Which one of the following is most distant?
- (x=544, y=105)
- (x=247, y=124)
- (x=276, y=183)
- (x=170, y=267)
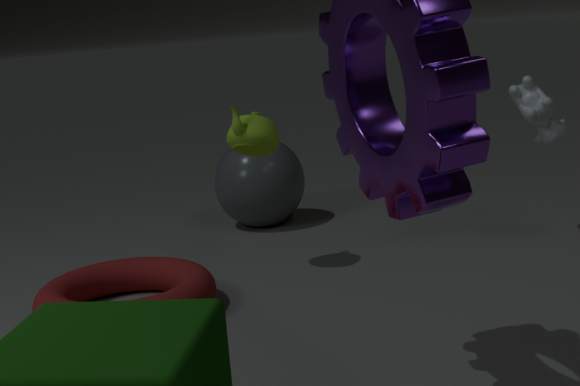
(x=276, y=183)
